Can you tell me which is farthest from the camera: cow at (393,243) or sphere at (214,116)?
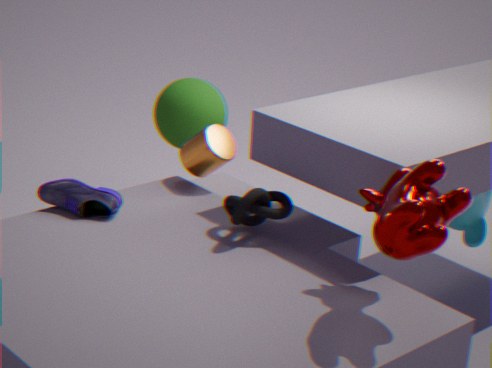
sphere at (214,116)
